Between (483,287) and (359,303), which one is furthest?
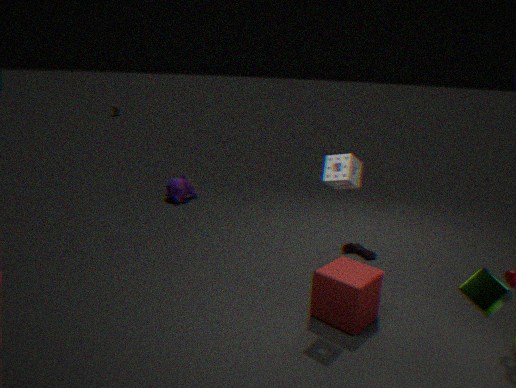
(359,303)
